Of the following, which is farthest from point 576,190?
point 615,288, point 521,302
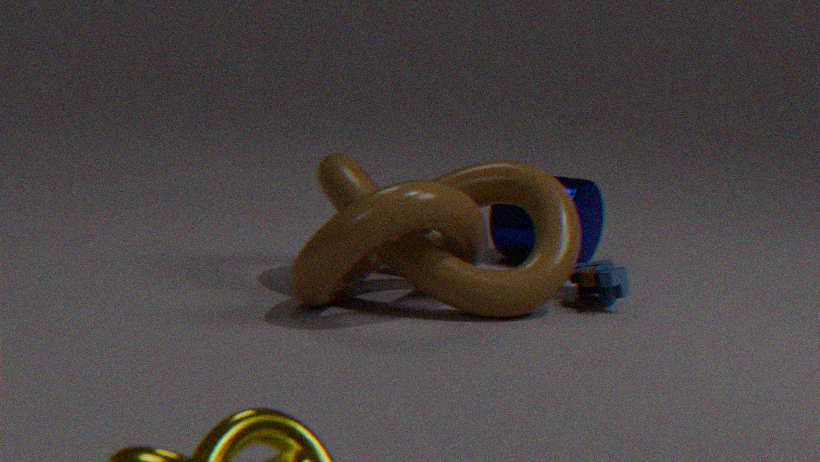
point 521,302
